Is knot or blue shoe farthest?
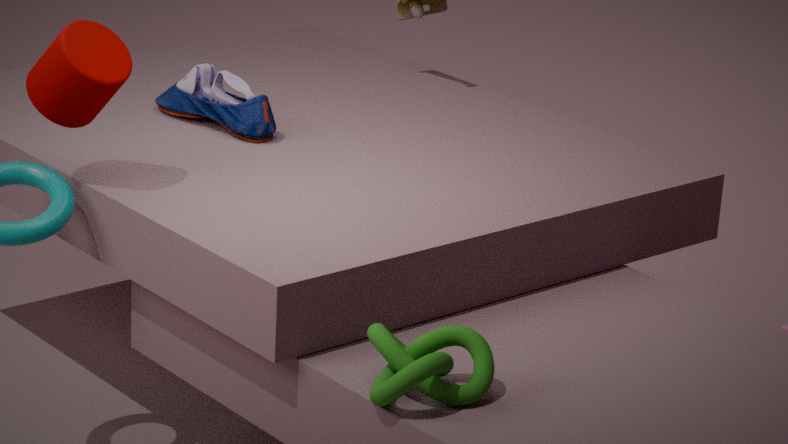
blue shoe
